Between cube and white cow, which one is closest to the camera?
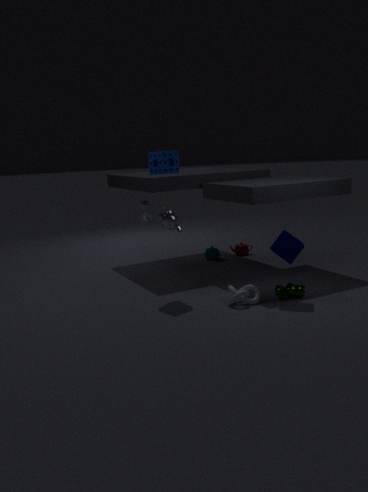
cube
